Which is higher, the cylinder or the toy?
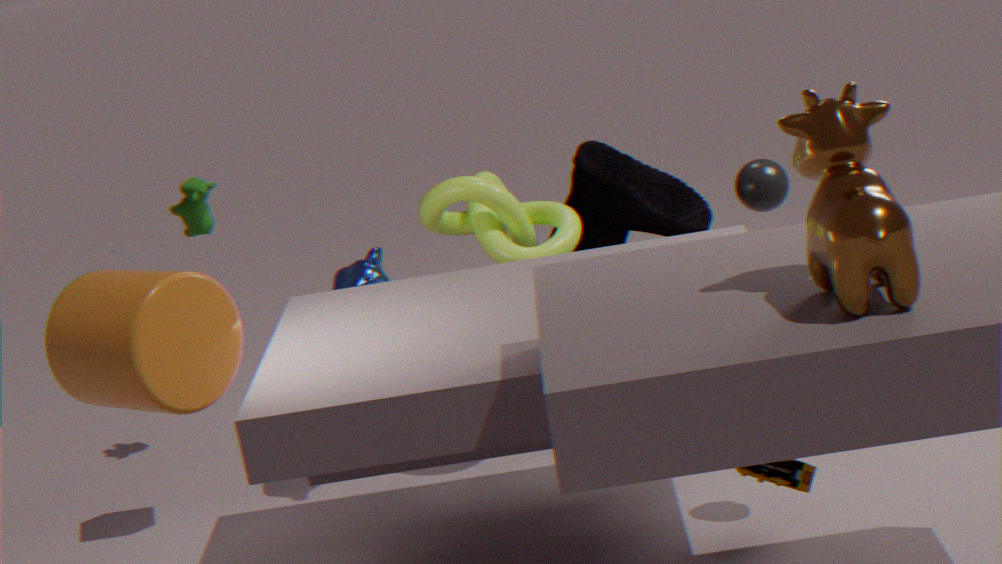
the cylinder
